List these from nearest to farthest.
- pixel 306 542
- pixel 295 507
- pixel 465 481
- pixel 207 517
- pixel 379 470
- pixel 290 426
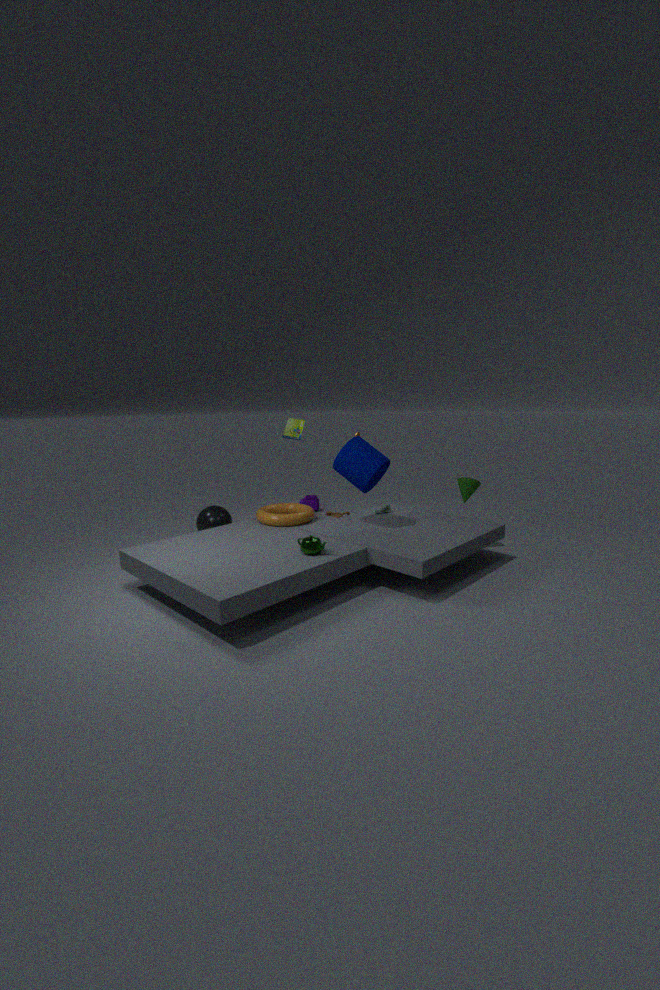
1. pixel 306 542
2. pixel 379 470
3. pixel 465 481
4. pixel 295 507
5. pixel 207 517
6. pixel 290 426
